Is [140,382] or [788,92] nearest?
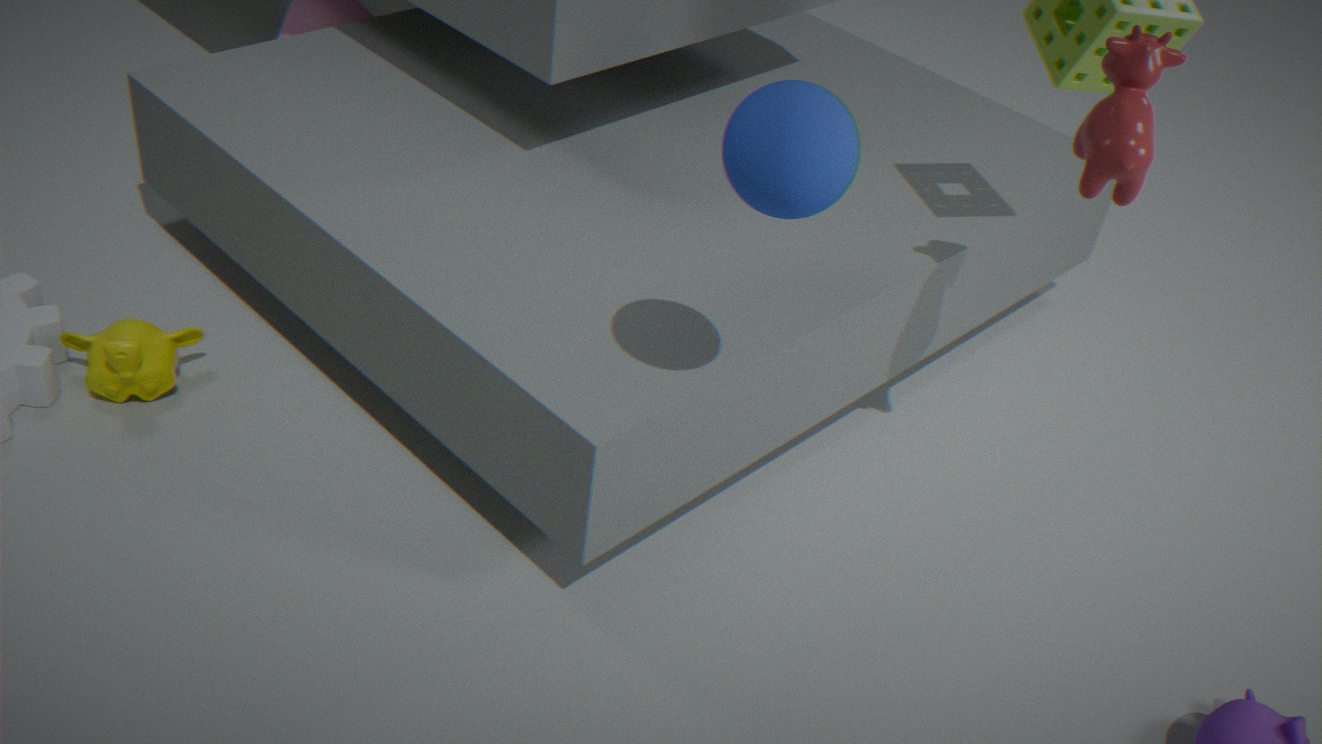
[788,92]
